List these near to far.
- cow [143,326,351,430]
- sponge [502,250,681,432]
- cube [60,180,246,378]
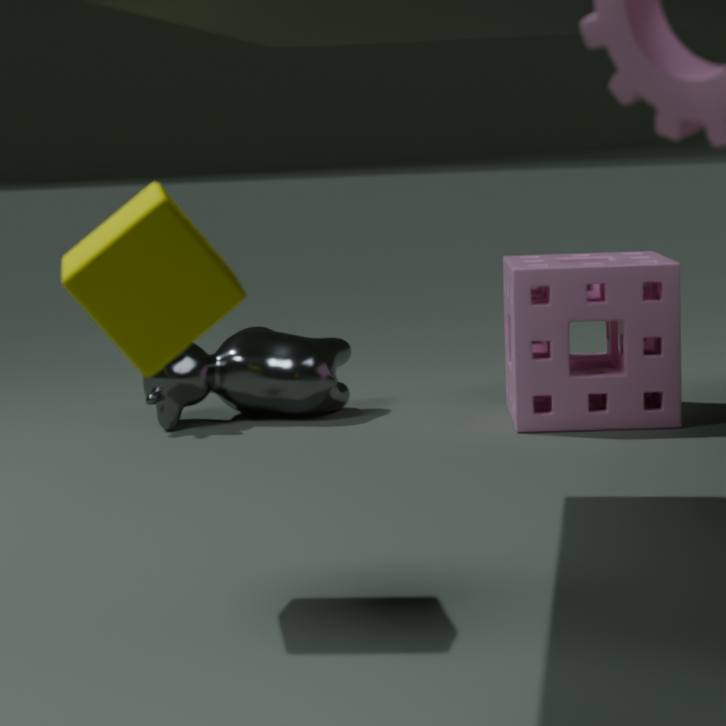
cube [60,180,246,378]
sponge [502,250,681,432]
cow [143,326,351,430]
